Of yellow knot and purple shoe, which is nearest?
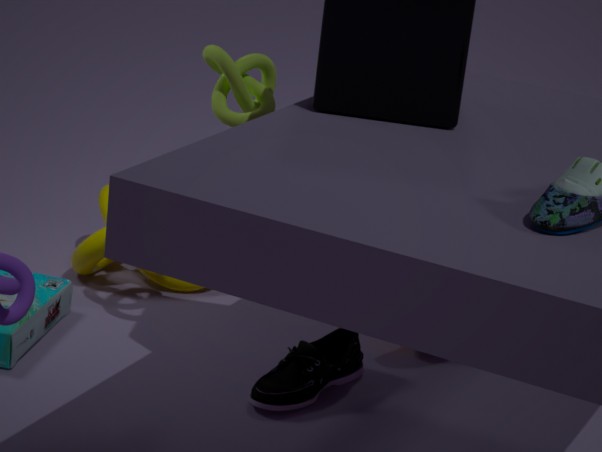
purple shoe
